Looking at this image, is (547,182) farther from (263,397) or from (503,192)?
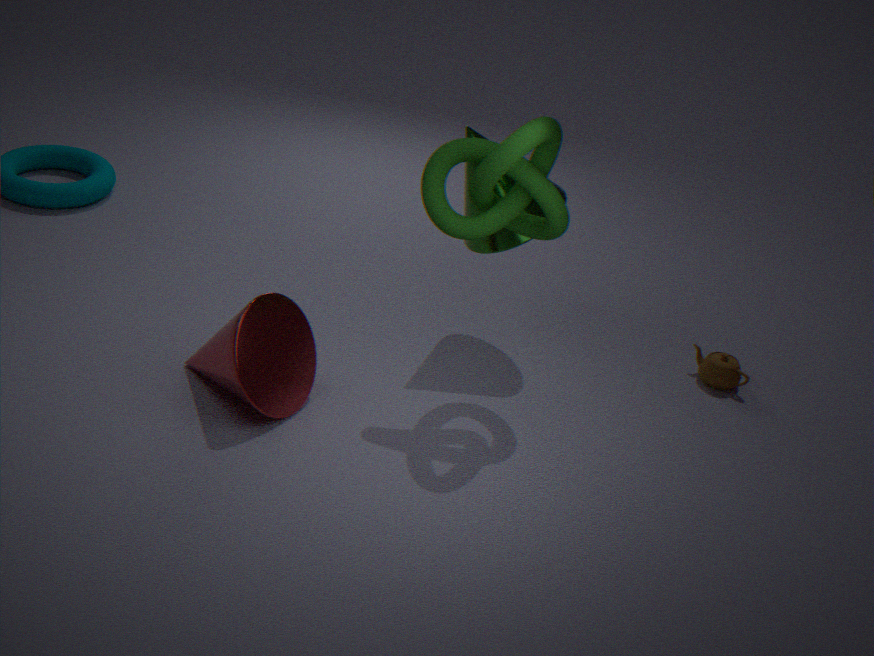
(263,397)
